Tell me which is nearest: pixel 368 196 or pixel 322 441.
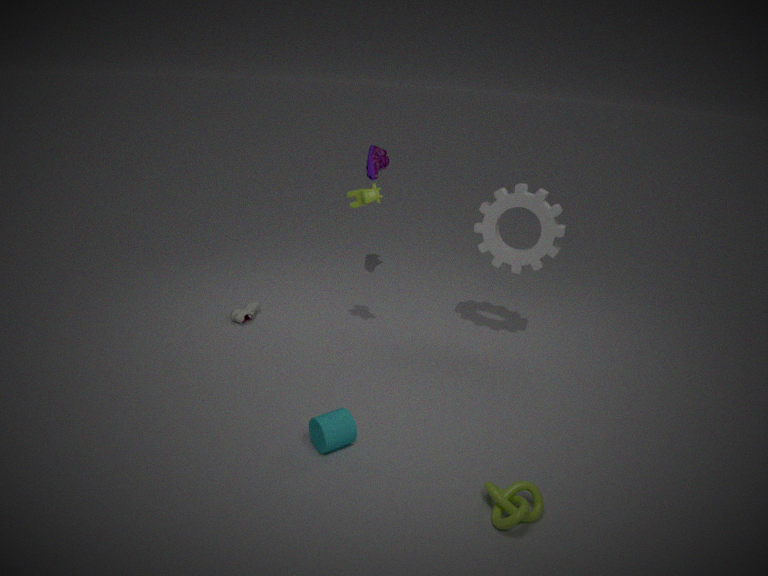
pixel 322 441
